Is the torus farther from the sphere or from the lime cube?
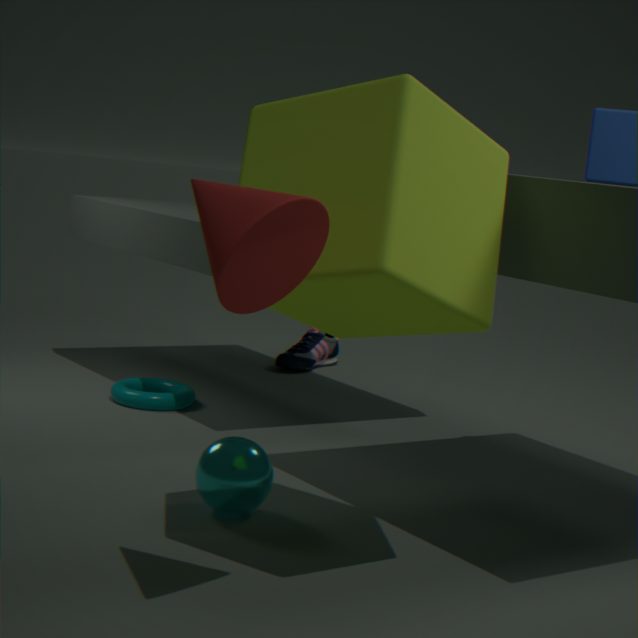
the lime cube
